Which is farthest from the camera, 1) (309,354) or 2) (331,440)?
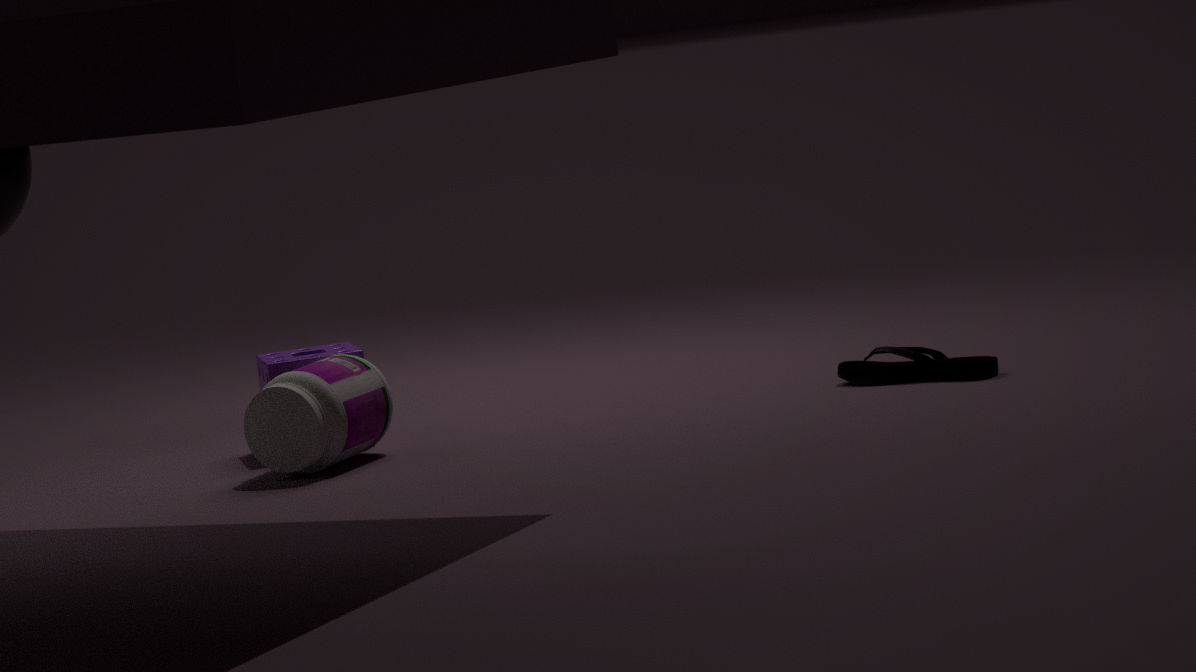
1. (309,354)
